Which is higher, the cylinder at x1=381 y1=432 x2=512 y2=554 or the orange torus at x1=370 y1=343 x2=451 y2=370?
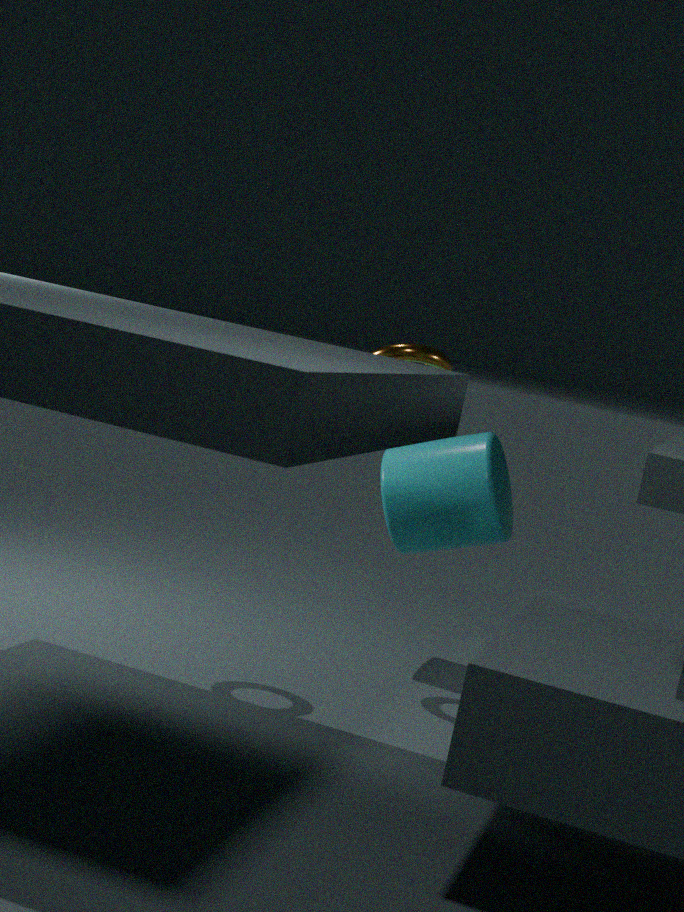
the orange torus at x1=370 y1=343 x2=451 y2=370
